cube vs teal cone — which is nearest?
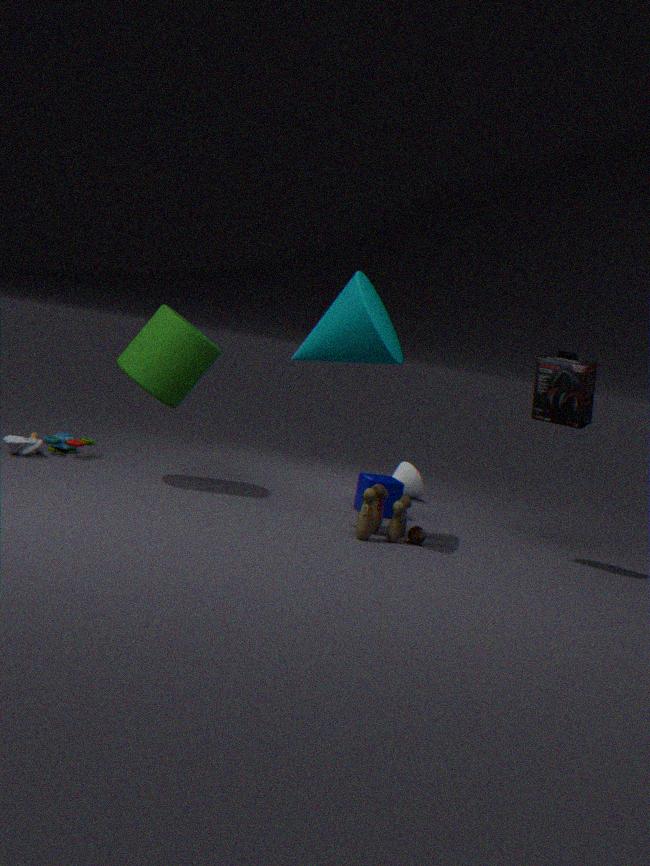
teal cone
